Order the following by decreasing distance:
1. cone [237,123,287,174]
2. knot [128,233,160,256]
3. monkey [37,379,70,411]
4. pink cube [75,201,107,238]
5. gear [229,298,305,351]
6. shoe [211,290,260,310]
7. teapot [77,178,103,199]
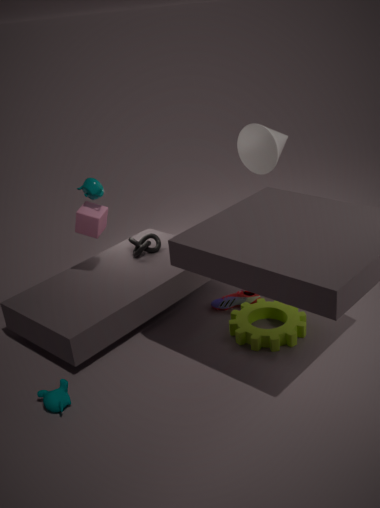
cone [237,123,287,174]
knot [128,233,160,256]
shoe [211,290,260,310]
pink cube [75,201,107,238]
teapot [77,178,103,199]
gear [229,298,305,351]
monkey [37,379,70,411]
